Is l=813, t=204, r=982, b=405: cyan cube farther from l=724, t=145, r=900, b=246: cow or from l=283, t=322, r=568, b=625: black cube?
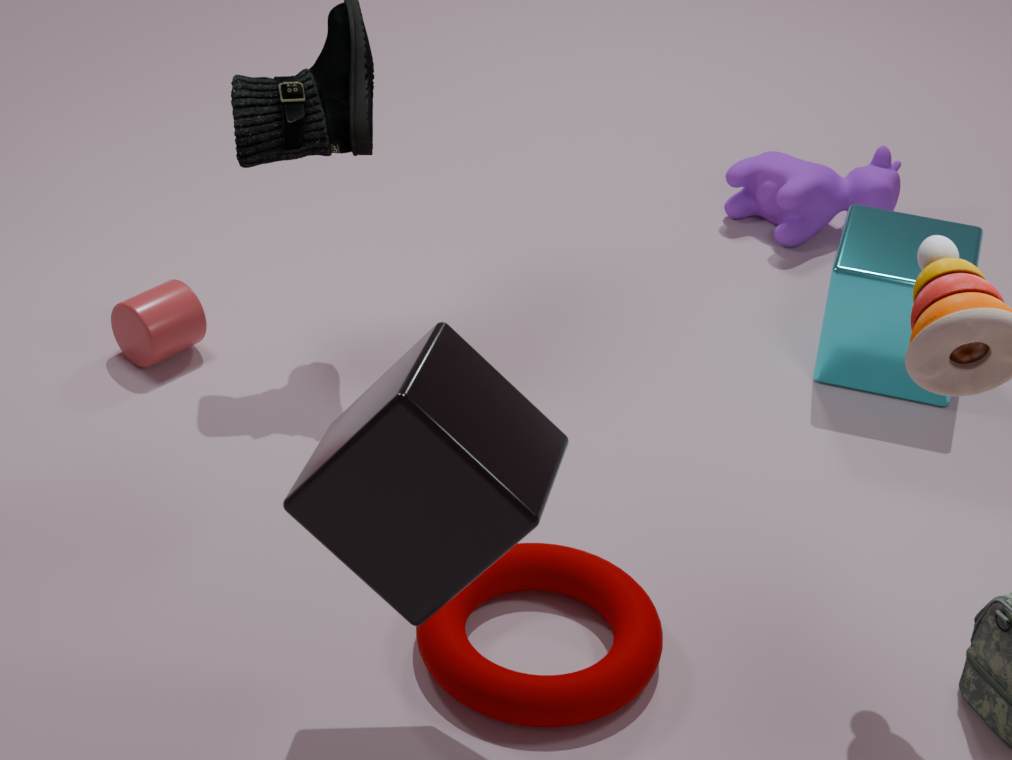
l=283, t=322, r=568, b=625: black cube
